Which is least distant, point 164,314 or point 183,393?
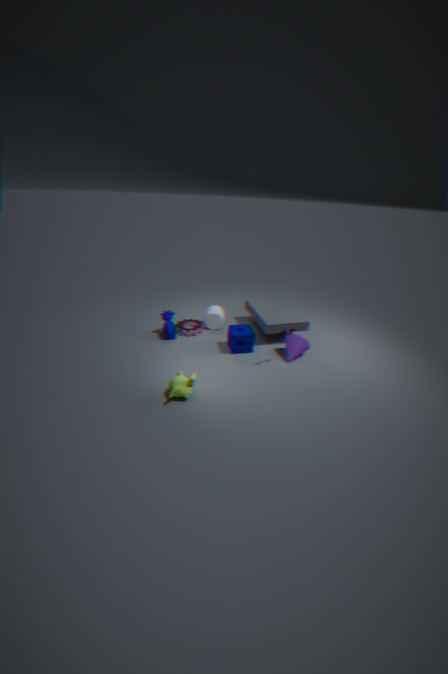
point 183,393
